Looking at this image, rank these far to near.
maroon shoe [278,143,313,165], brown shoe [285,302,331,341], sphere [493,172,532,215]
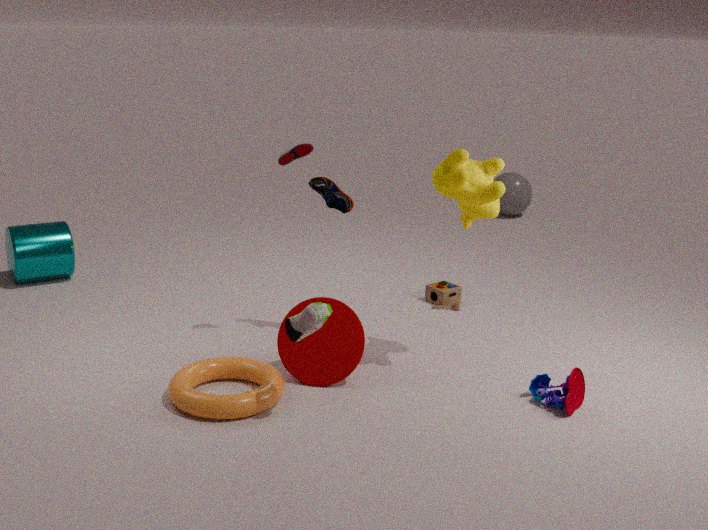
sphere [493,172,532,215] → maroon shoe [278,143,313,165] → brown shoe [285,302,331,341]
